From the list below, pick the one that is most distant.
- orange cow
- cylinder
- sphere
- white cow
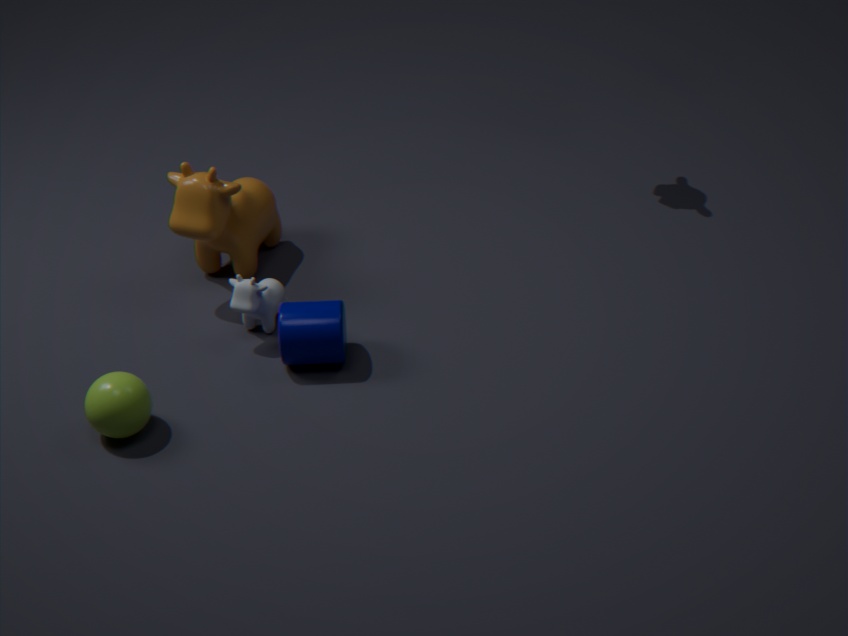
orange cow
